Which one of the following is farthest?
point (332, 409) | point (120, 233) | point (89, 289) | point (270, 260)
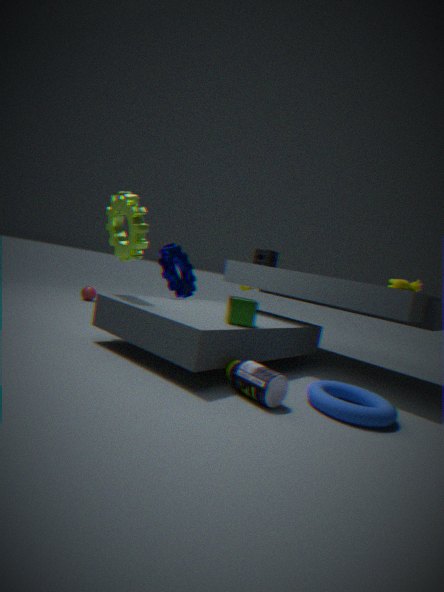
point (89, 289)
